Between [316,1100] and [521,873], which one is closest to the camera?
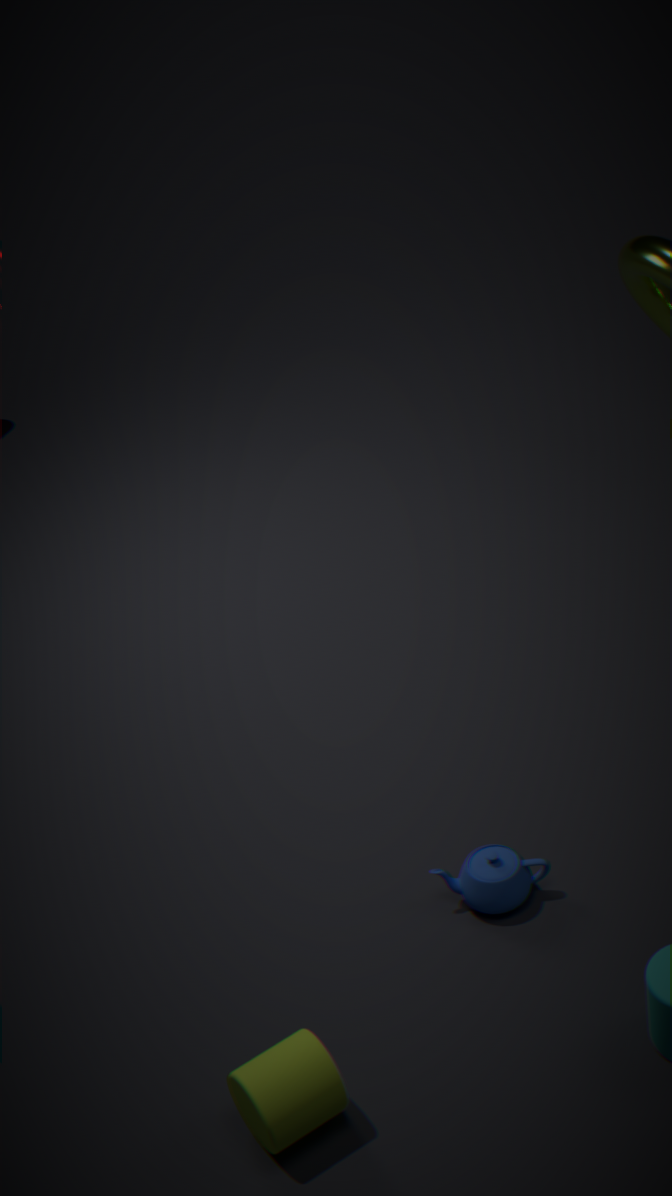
[316,1100]
